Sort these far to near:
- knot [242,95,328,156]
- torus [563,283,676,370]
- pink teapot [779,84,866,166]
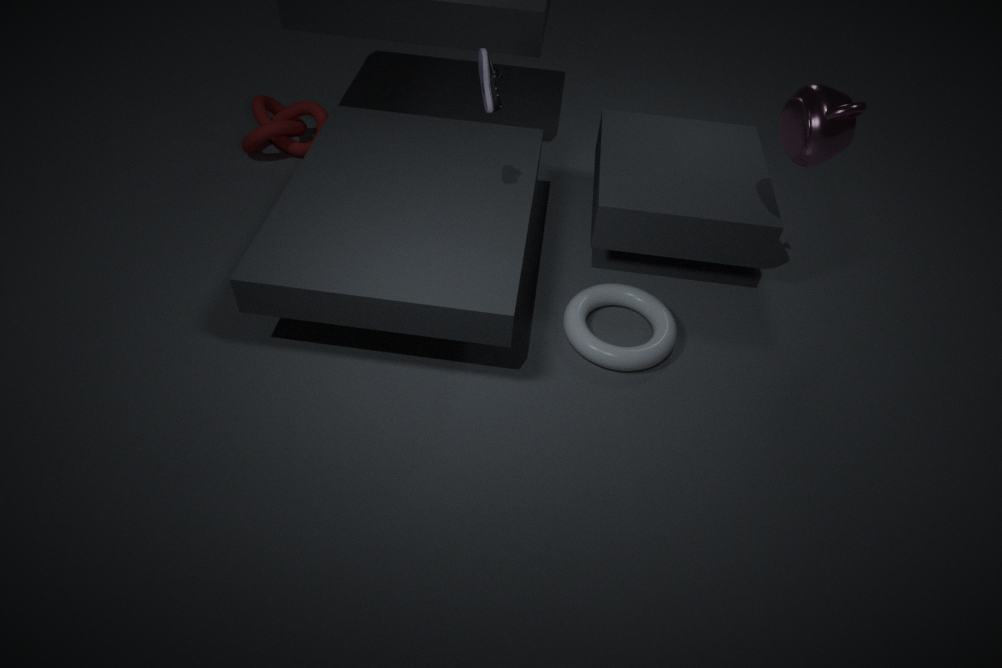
knot [242,95,328,156] < torus [563,283,676,370] < pink teapot [779,84,866,166]
